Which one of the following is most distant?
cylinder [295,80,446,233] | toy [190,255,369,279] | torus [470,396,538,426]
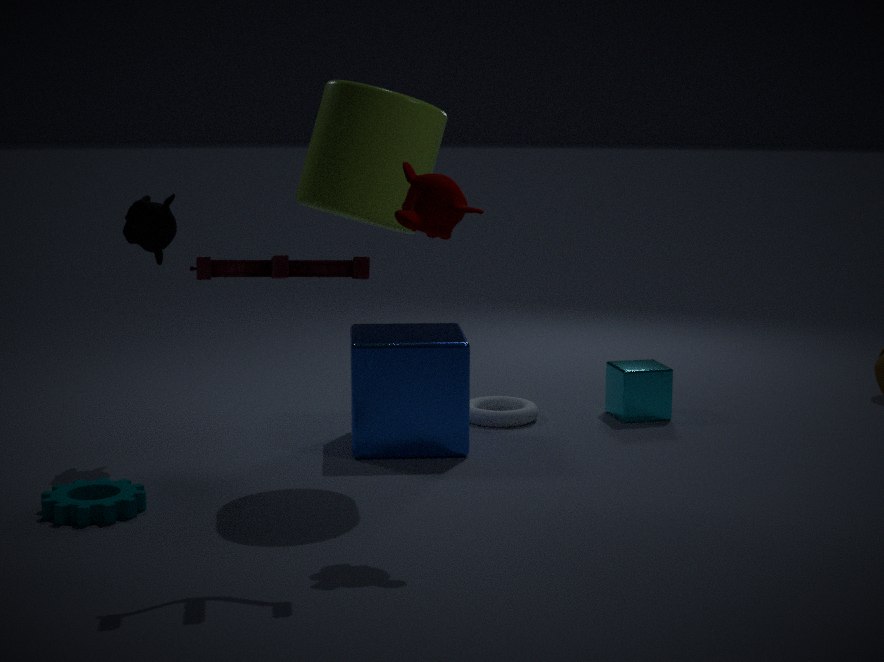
torus [470,396,538,426]
